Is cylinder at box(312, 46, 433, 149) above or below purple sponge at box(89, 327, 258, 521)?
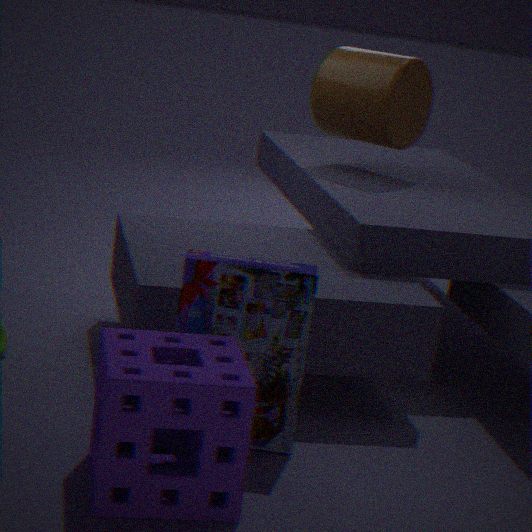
above
